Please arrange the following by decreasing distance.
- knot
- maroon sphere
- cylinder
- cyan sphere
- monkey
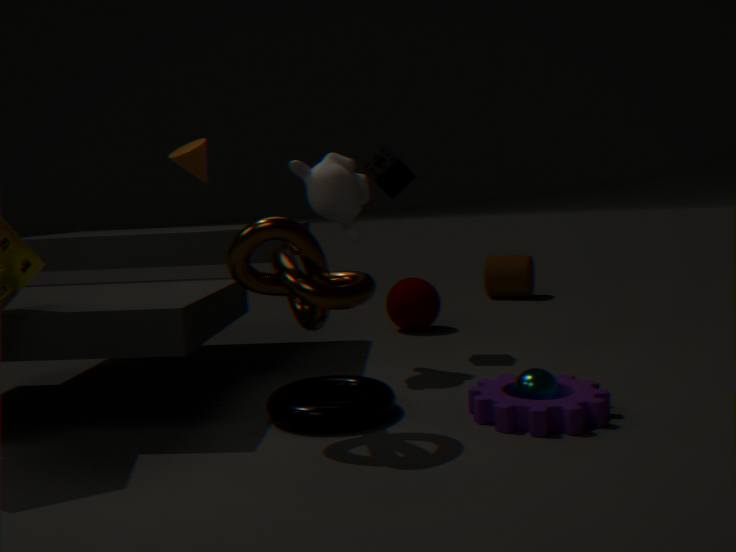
cylinder, maroon sphere, monkey, cyan sphere, knot
